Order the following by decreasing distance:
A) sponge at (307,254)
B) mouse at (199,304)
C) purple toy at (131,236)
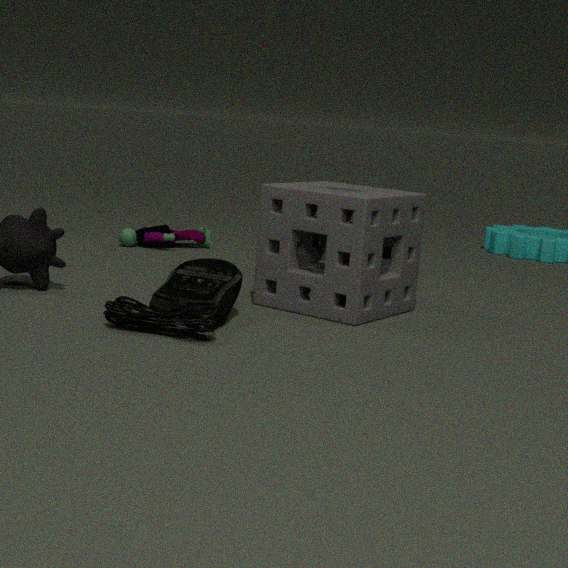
1. purple toy at (131,236)
2. sponge at (307,254)
3. mouse at (199,304)
